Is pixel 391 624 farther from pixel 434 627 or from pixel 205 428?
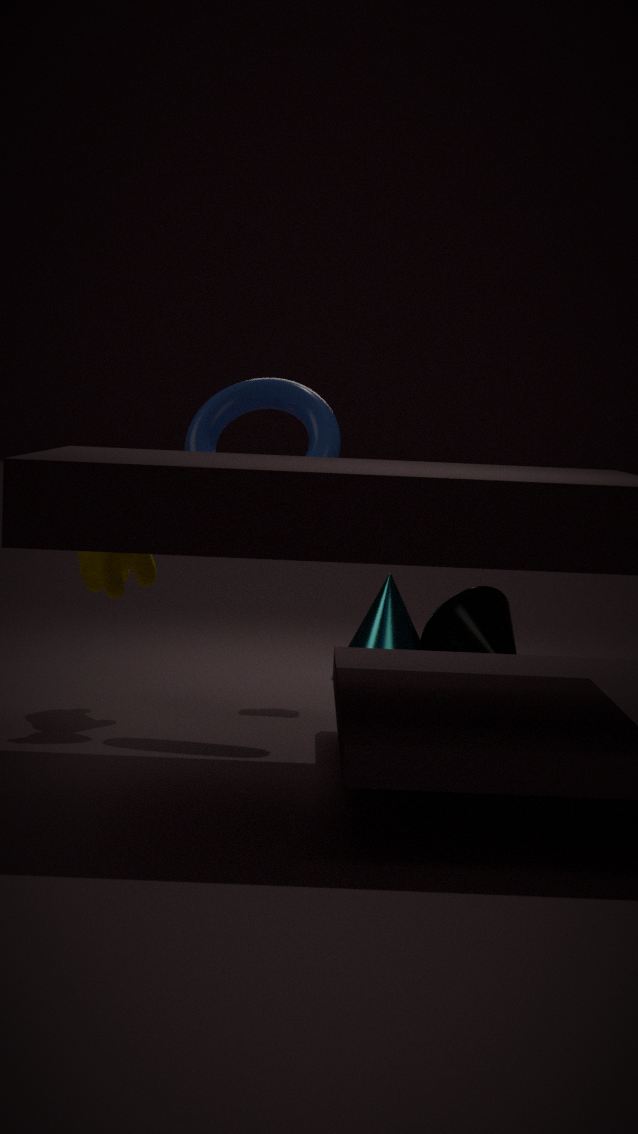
pixel 205 428
